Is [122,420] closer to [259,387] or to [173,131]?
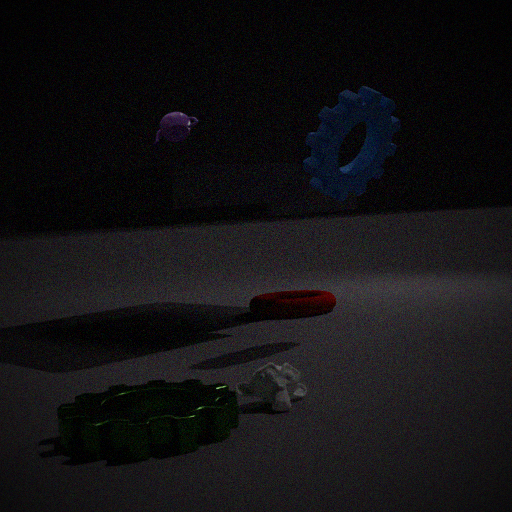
[259,387]
